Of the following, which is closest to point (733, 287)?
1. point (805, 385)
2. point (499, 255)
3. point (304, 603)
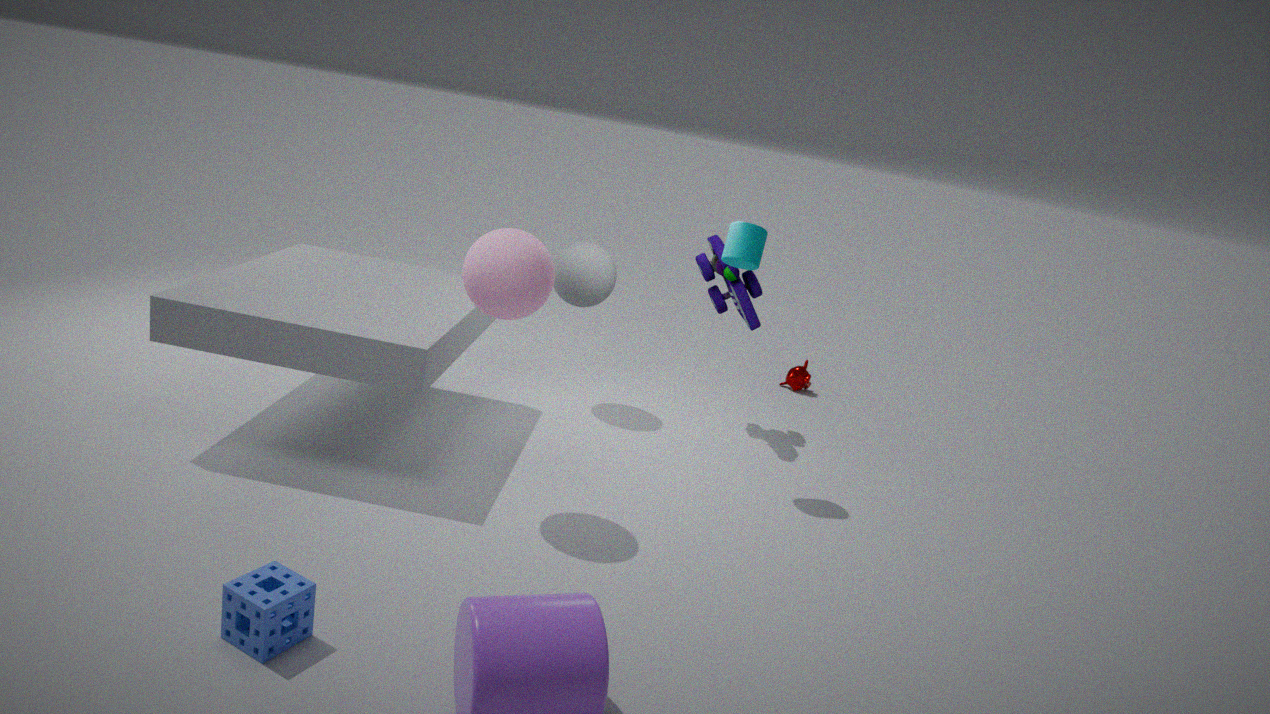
point (805, 385)
